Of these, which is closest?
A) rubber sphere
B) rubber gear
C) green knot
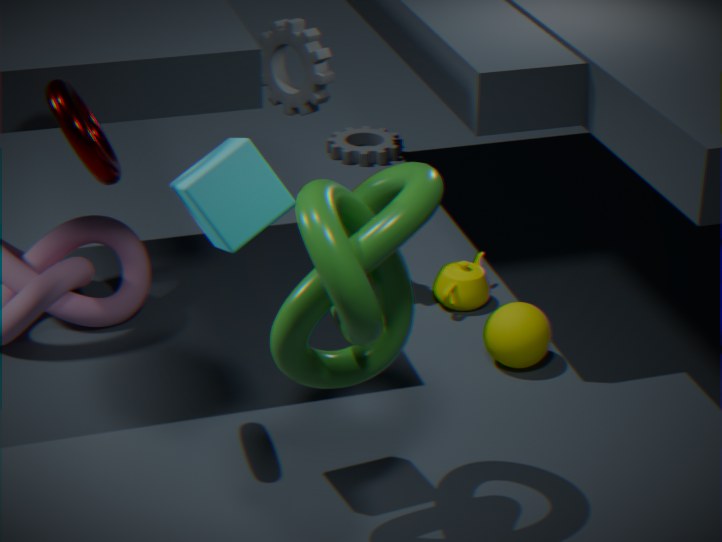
green knot
